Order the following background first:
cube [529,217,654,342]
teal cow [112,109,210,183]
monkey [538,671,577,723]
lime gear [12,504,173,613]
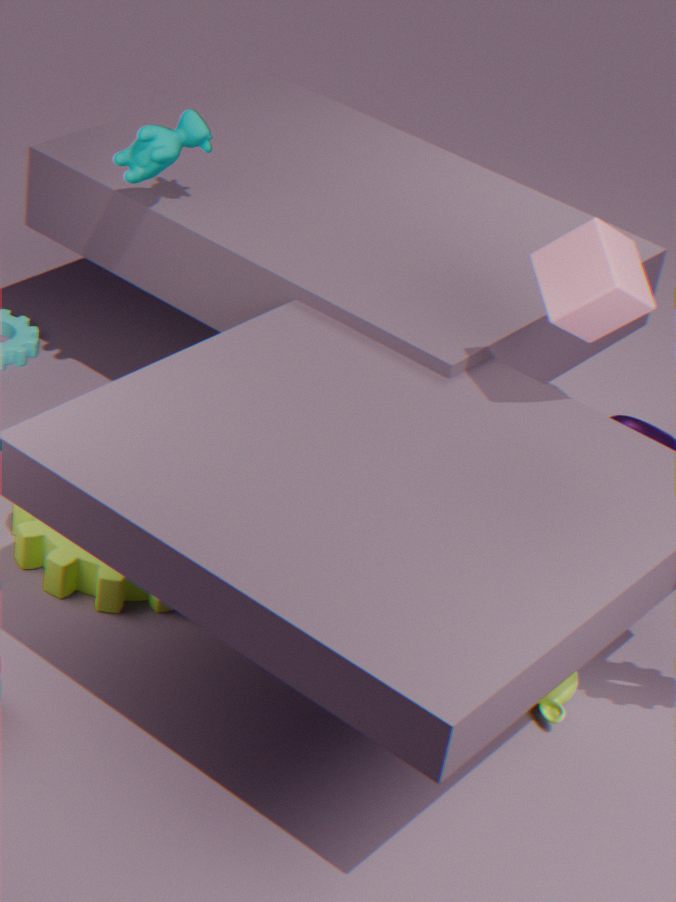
teal cow [112,109,210,183] < lime gear [12,504,173,613] < monkey [538,671,577,723] < cube [529,217,654,342]
